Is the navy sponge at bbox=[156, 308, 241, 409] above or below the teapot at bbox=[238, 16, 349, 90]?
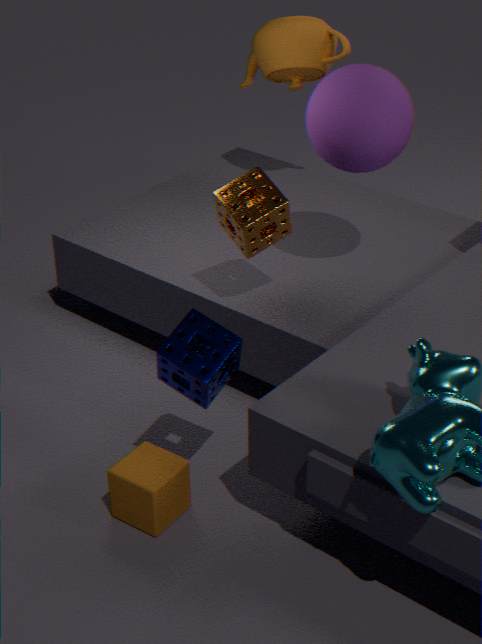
below
